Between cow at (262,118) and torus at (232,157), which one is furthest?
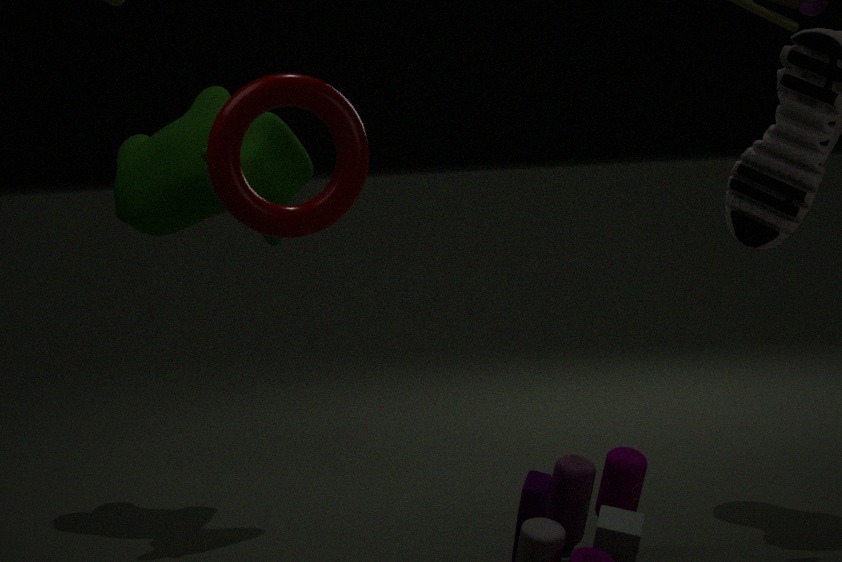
cow at (262,118)
